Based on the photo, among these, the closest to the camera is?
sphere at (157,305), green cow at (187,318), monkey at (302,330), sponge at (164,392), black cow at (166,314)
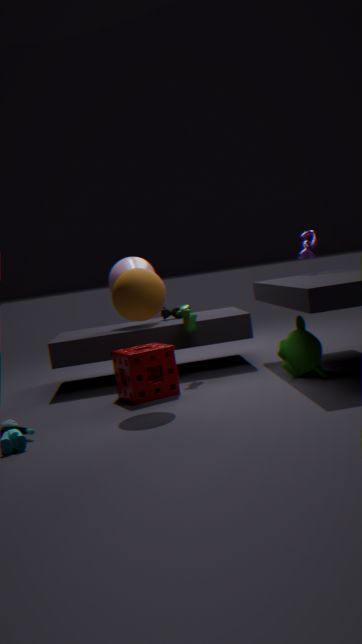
sphere at (157,305)
